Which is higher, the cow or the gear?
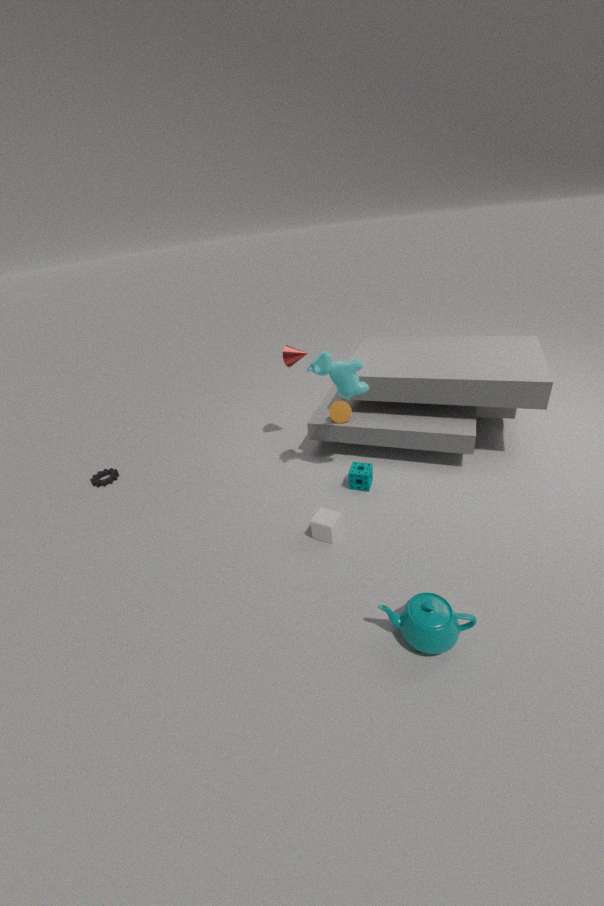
the cow
